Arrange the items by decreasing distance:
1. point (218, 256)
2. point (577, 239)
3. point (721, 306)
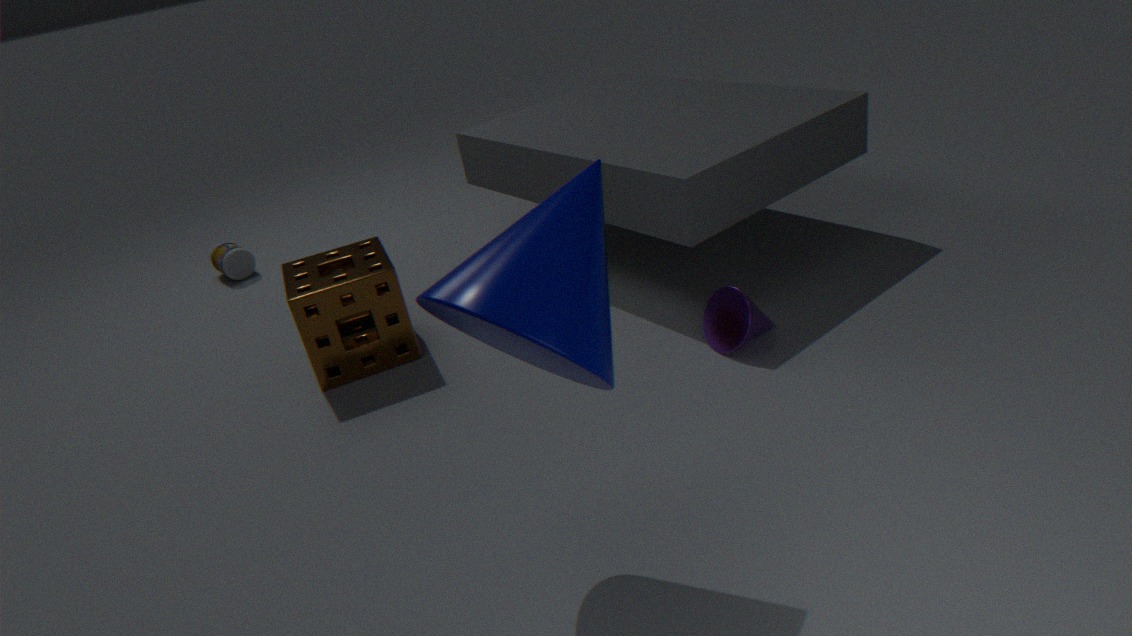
point (218, 256) < point (721, 306) < point (577, 239)
